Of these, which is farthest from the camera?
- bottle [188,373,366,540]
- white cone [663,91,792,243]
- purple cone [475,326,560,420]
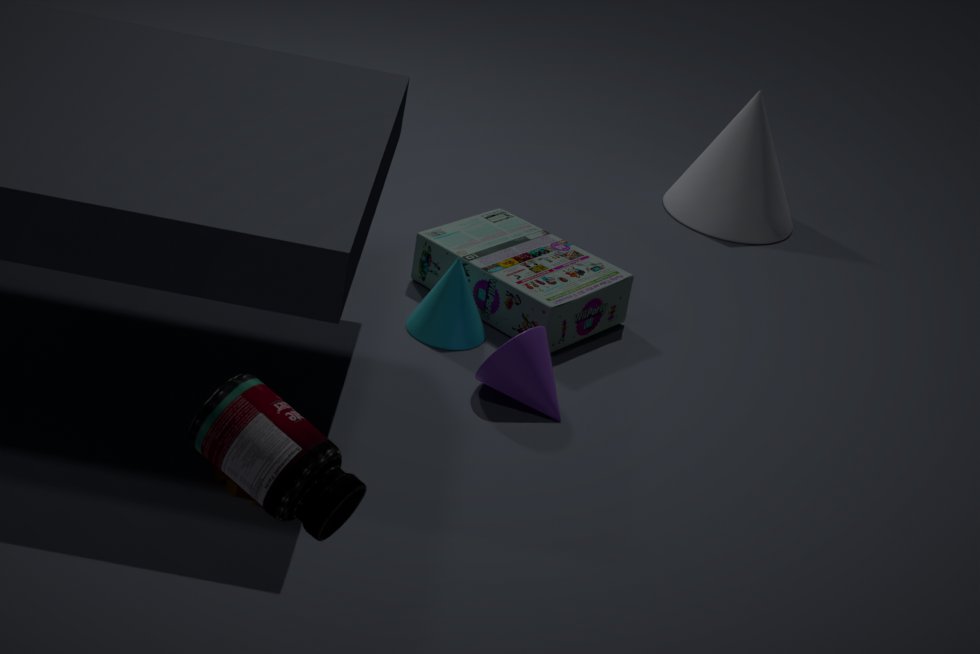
white cone [663,91,792,243]
